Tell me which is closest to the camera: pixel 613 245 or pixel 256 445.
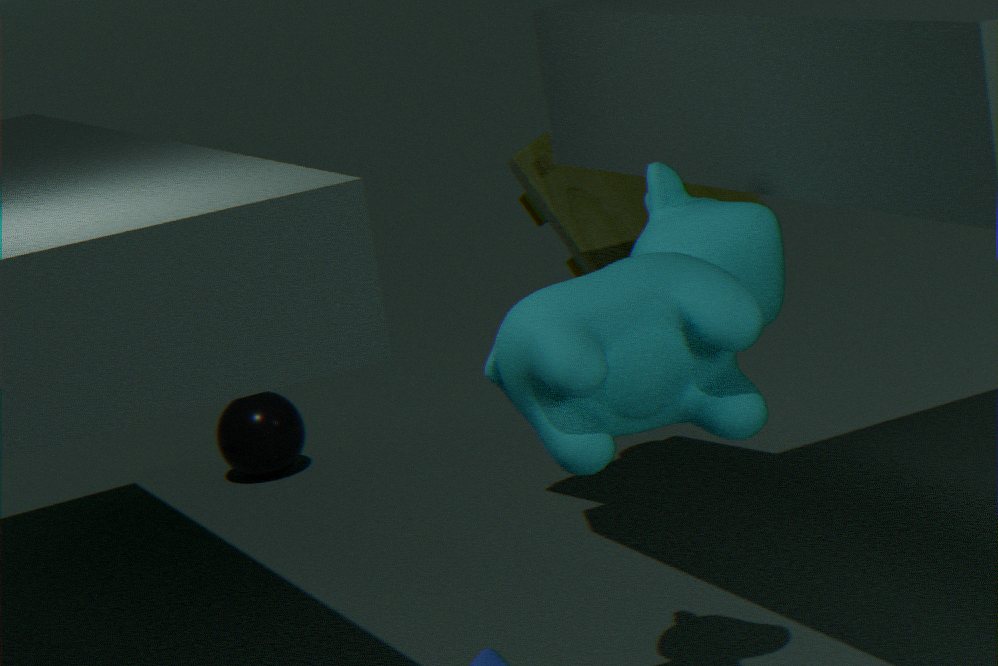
pixel 613 245
